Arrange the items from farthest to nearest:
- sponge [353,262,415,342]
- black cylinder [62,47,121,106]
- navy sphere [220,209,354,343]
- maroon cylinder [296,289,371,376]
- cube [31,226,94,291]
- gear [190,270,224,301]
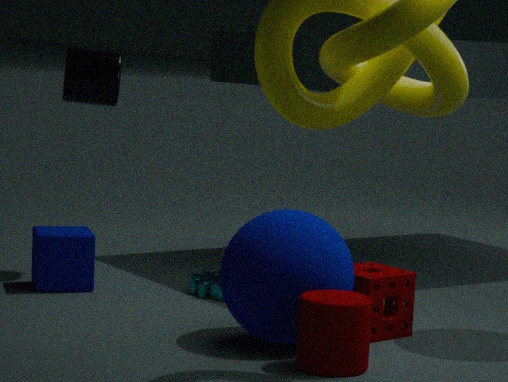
black cylinder [62,47,121,106], gear [190,270,224,301], cube [31,226,94,291], sponge [353,262,415,342], navy sphere [220,209,354,343], maroon cylinder [296,289,371,376]
